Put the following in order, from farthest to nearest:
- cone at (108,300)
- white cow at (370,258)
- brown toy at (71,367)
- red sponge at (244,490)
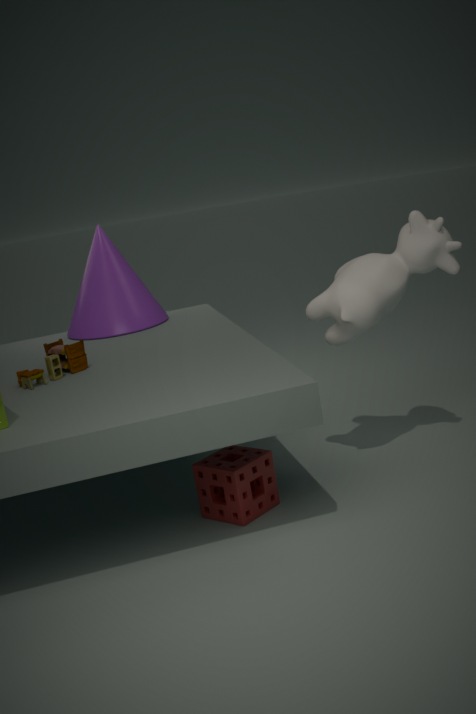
1. cone at (108,300)
2. brown toy at (71,367)
3. white cow at (370,258)
4. red sponge at (244,490)
